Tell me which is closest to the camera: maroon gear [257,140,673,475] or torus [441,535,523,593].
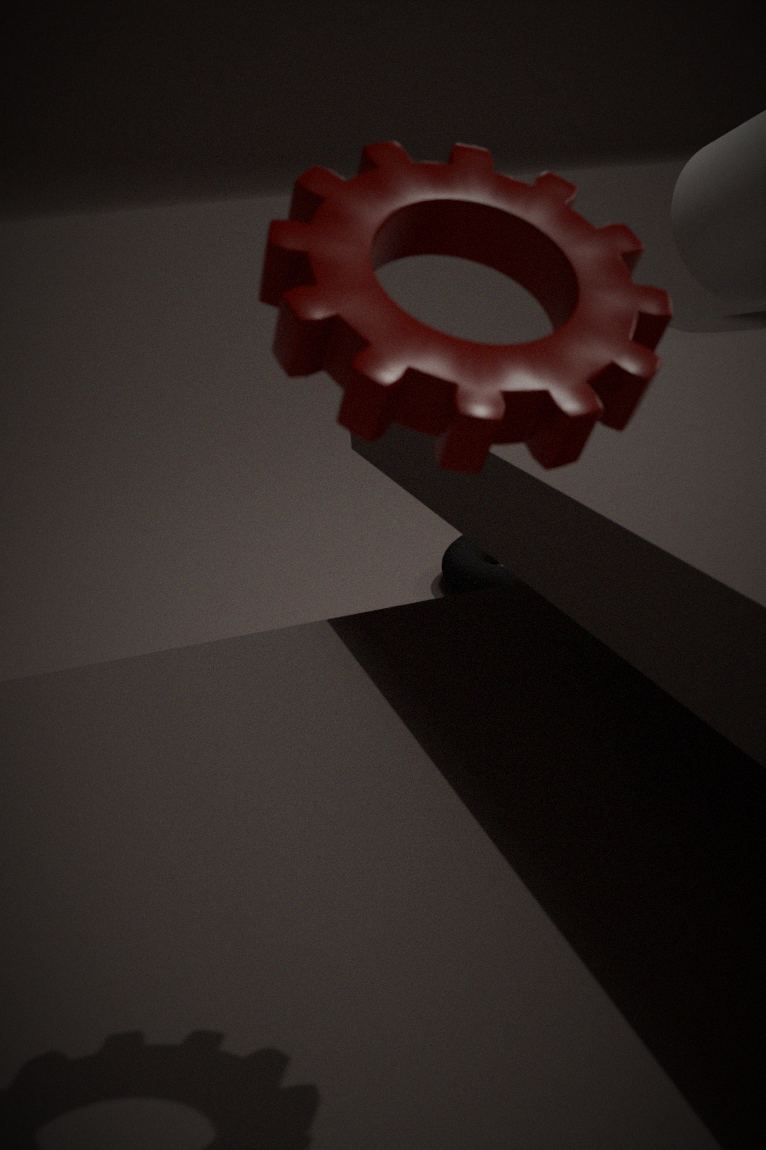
maroon gear [257,140,673,475]
